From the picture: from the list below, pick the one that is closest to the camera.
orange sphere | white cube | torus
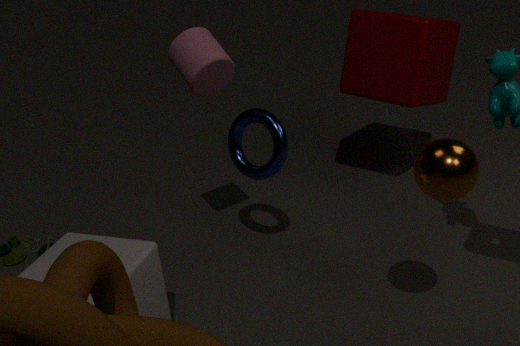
orange sphere
